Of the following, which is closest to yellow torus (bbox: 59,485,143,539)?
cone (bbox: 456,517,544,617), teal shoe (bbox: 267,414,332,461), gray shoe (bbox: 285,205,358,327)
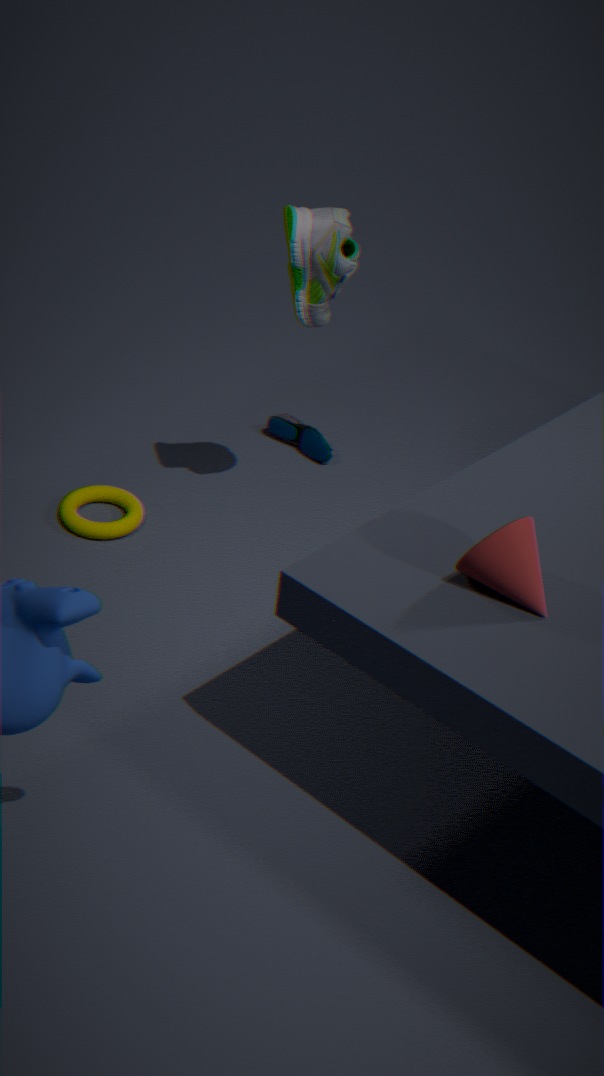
teal shoe (bbox: 267,414,332,461)
